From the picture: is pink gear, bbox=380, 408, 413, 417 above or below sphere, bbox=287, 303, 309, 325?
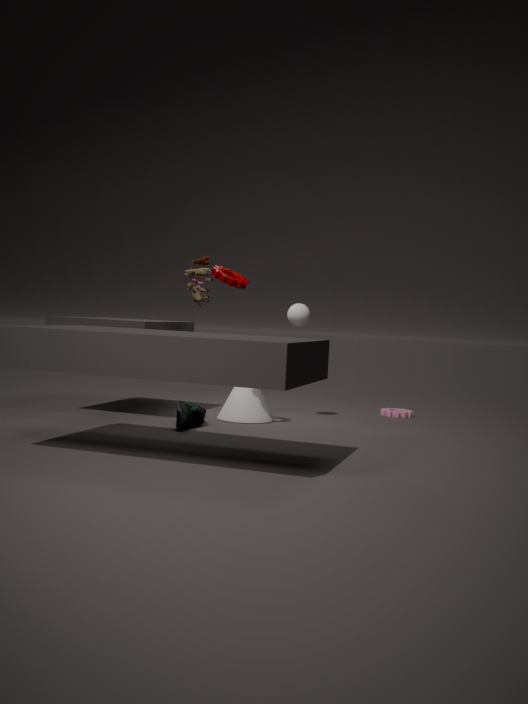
below
